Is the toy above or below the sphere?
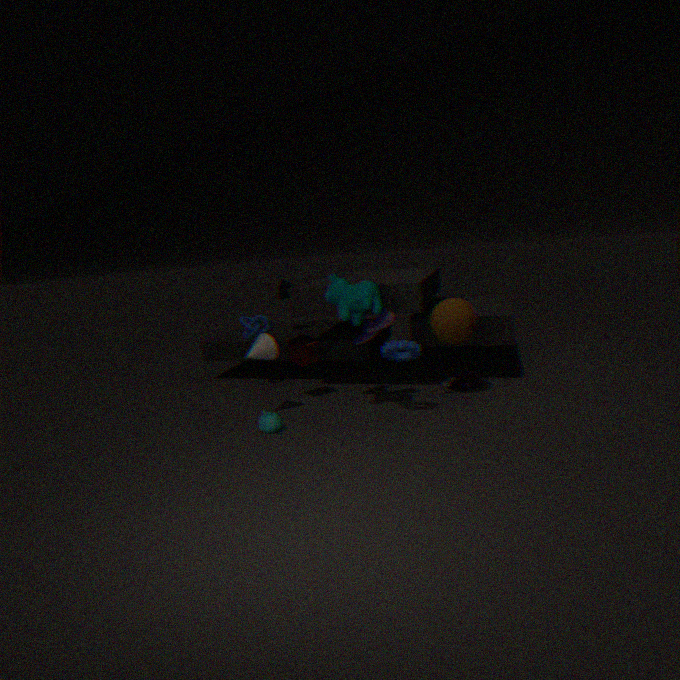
below
